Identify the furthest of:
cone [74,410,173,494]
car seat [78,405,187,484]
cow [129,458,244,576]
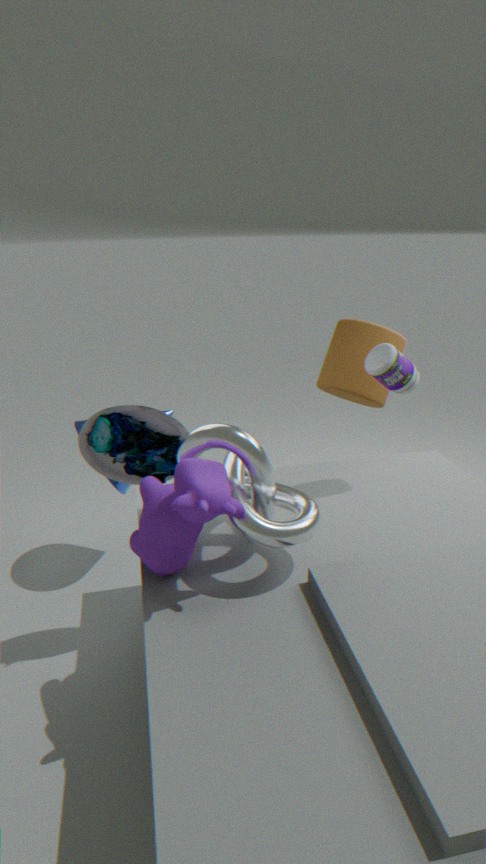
cone [74,410,173,494]
